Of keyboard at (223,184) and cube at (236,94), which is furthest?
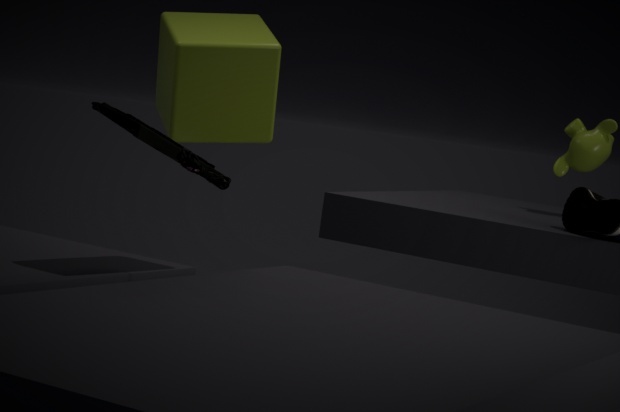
cube at (236,94)
